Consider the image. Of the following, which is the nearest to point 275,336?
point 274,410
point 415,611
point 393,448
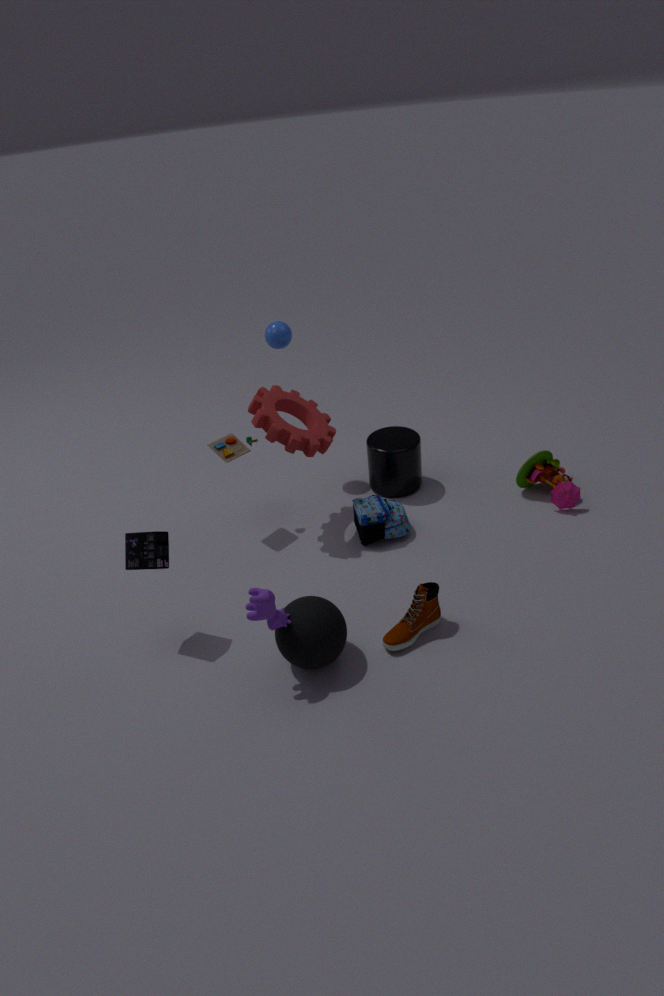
point 274,410
